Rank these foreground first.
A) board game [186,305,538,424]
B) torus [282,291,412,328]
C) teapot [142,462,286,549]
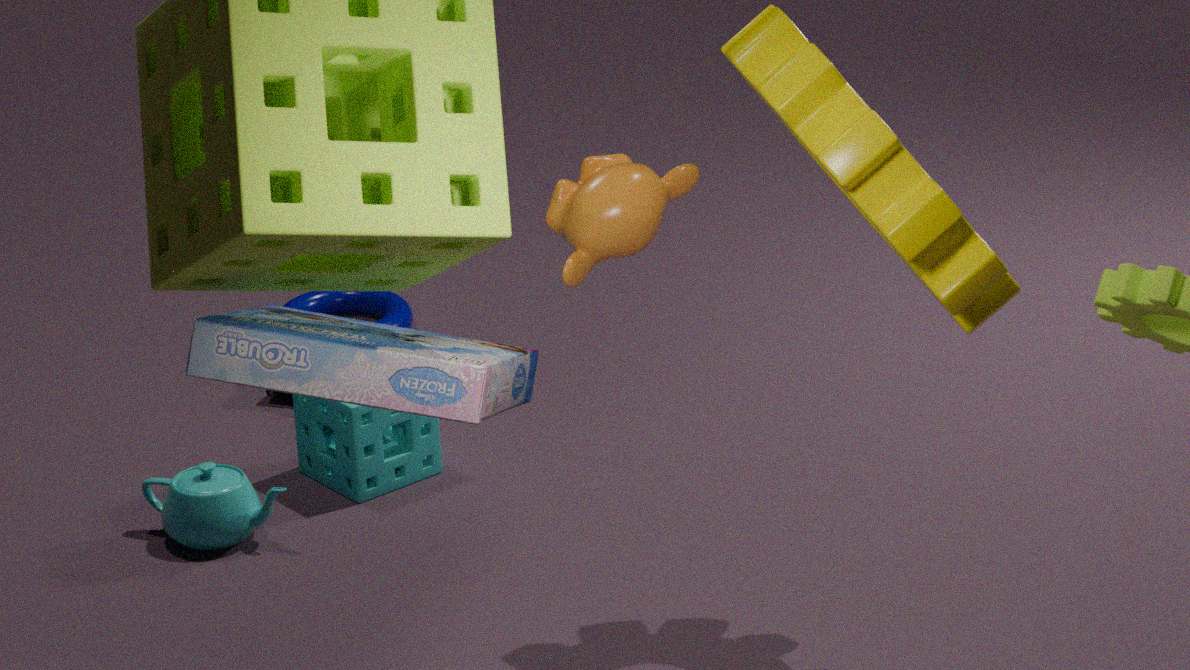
board game [186,305,538,424] < teapot [142,462,286,549] < torus [282,291,412,328]
